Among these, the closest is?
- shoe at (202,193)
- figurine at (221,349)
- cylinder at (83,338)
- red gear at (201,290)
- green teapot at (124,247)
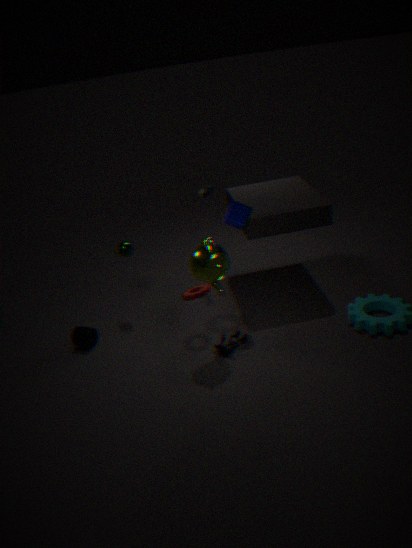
figurine at (221,349)
